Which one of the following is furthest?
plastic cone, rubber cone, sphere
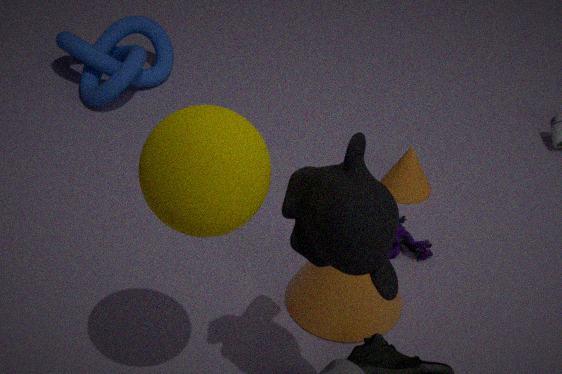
rubber cone
